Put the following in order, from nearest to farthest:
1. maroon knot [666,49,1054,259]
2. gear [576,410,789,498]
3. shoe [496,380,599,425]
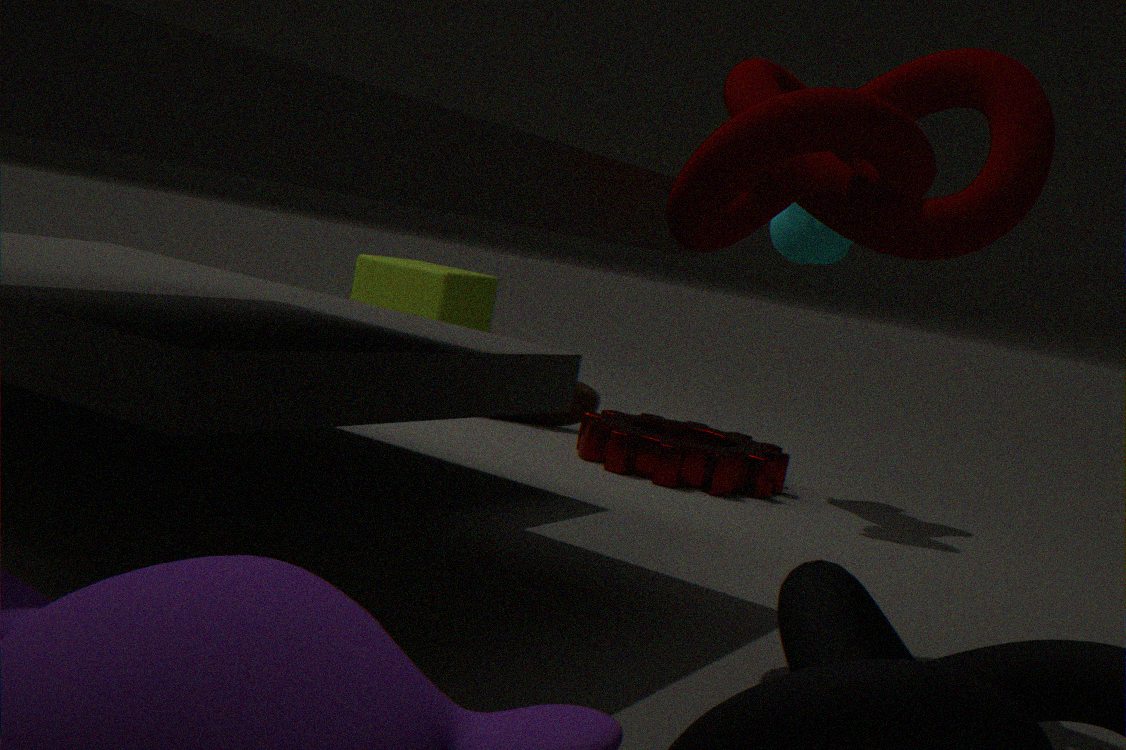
maroon knot [666,49,1054,259] → gear [576,410,789,498] → shoe [496,380,599,425]
